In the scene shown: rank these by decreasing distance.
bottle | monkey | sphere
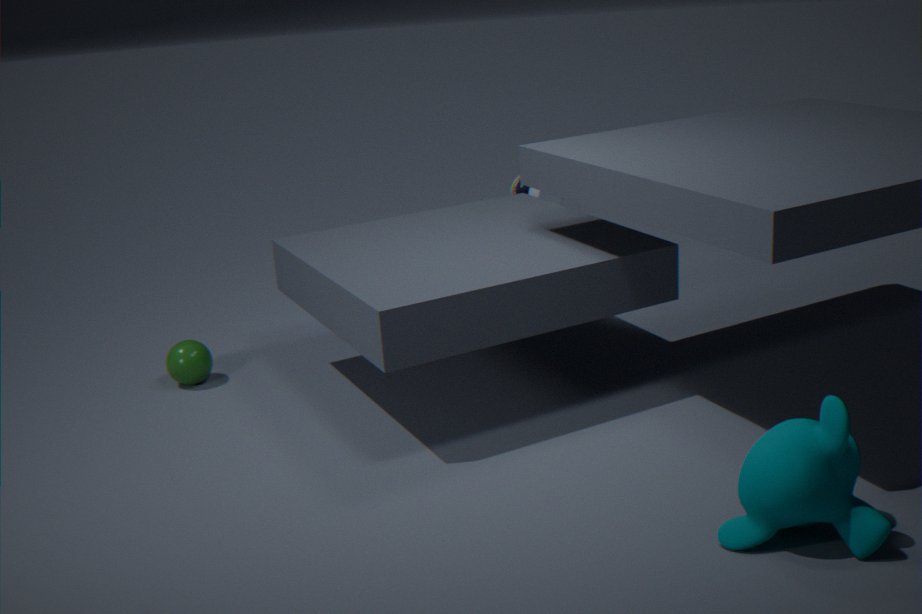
bottle
sphere
monkey
